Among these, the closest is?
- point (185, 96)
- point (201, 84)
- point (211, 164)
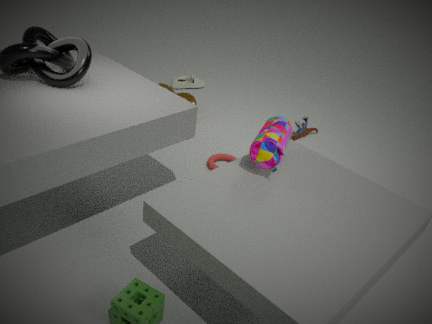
point (211, 164)
